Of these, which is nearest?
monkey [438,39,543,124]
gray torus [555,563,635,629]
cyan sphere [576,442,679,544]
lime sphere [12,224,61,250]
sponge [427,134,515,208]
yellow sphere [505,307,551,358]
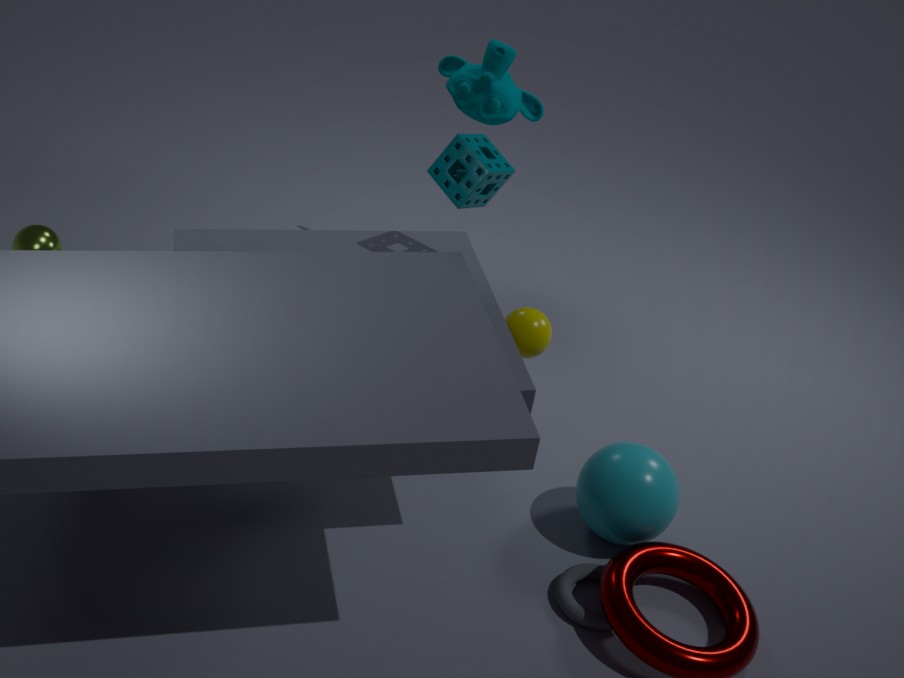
gray torus [555,563,635,629]
